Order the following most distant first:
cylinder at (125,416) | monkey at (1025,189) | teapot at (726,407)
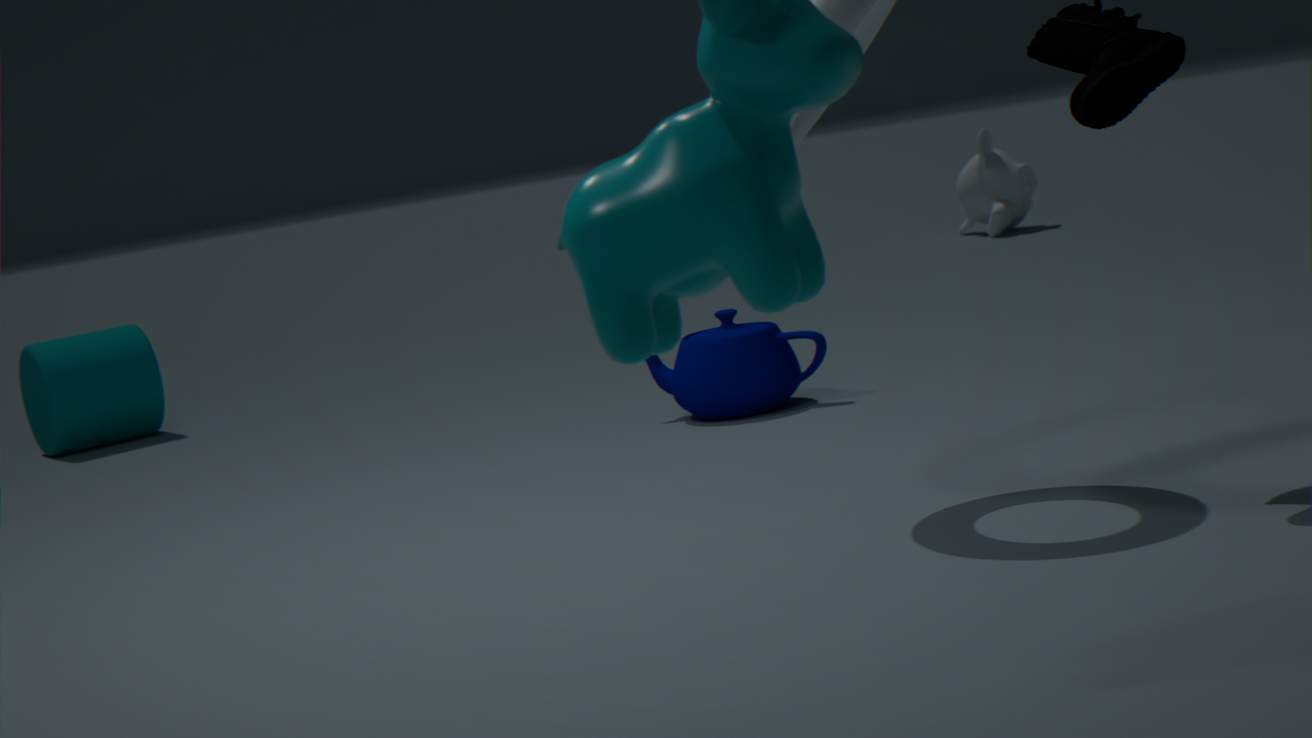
1. monkey at (1025,189)
2. cylinder at (125,416)
3. teapot at (726,407)
